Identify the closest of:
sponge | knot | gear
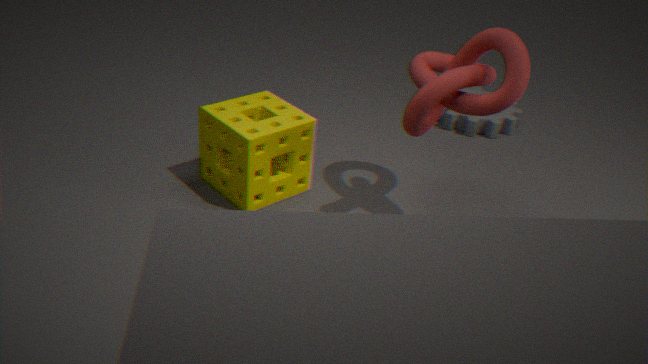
knot
